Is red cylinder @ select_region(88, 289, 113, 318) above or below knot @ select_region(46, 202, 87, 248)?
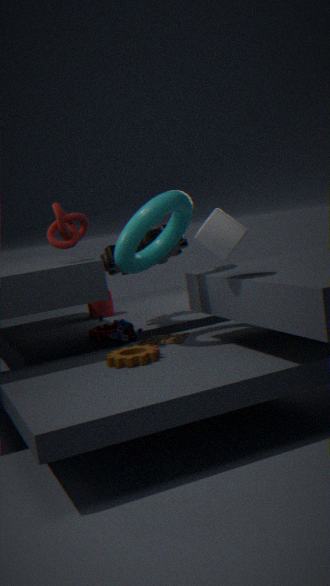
below
